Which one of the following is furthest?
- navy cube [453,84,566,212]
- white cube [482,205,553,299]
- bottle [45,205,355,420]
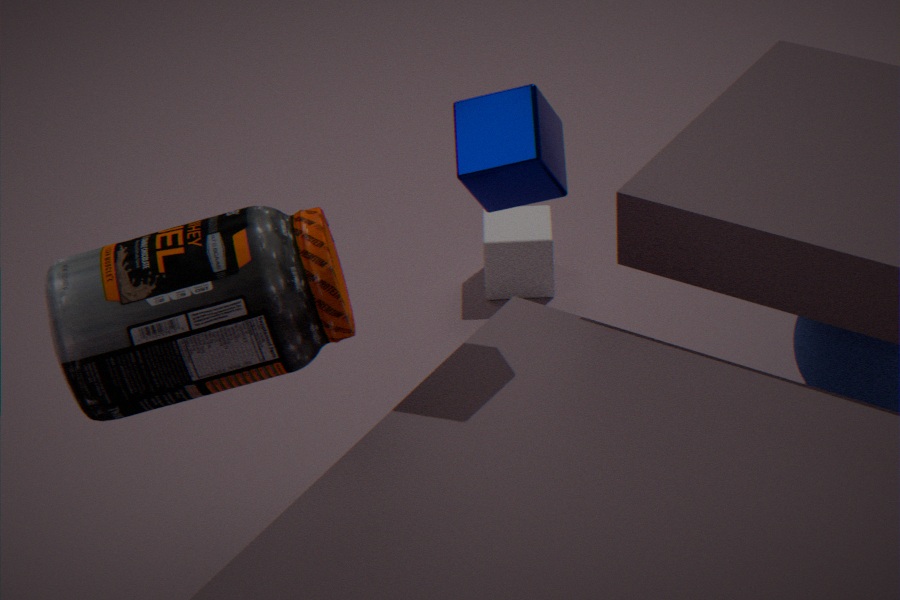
white cube [482,205,553,299]
